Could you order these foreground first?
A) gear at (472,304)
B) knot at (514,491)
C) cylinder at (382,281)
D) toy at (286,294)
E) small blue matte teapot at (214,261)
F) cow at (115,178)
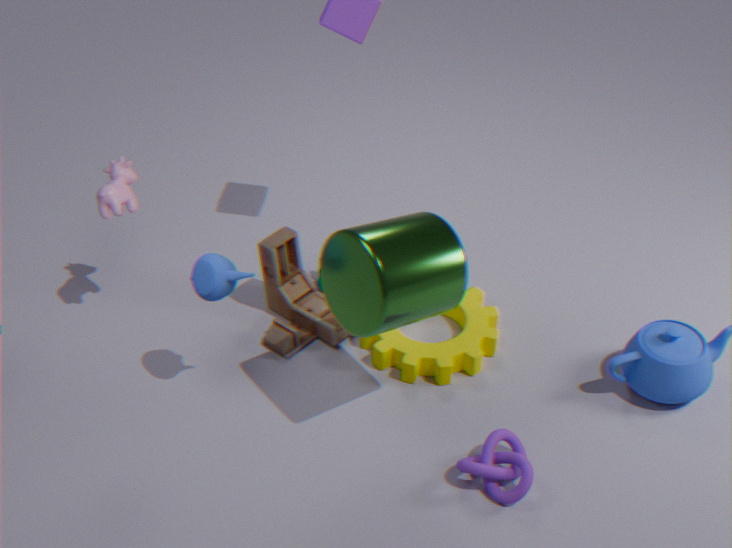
cylinder at (382,281) → knot at (514,491) → small blue matte teapot at (214,261) → cow at (115,178) → gear at (472,304) → toy at (286,294)
